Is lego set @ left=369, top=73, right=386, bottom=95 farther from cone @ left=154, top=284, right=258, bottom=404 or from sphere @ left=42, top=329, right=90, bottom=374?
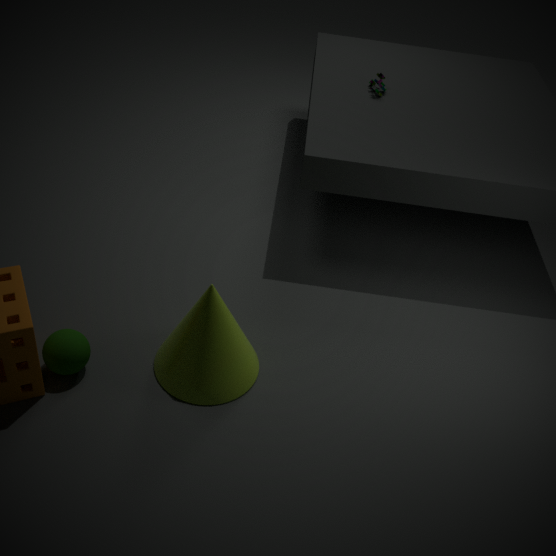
sphere @ left=42, top=329, right=90, bottom=374
